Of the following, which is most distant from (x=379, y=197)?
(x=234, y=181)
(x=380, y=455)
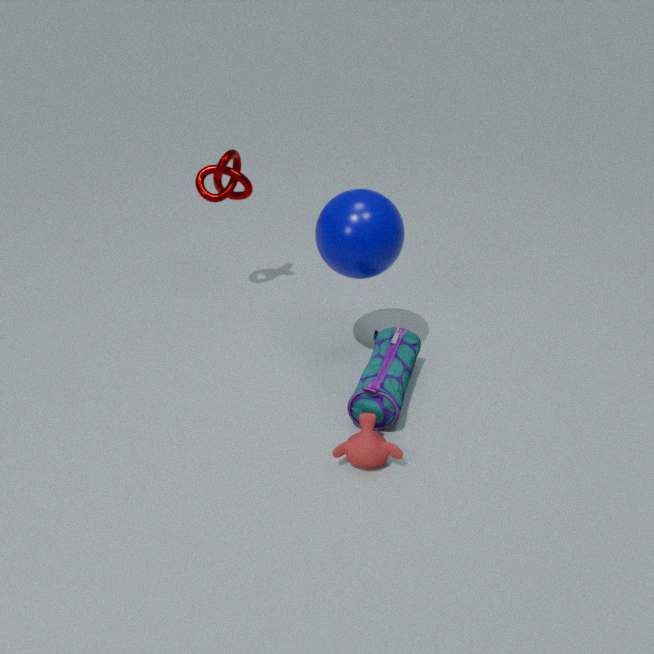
(x=380, y=455)
